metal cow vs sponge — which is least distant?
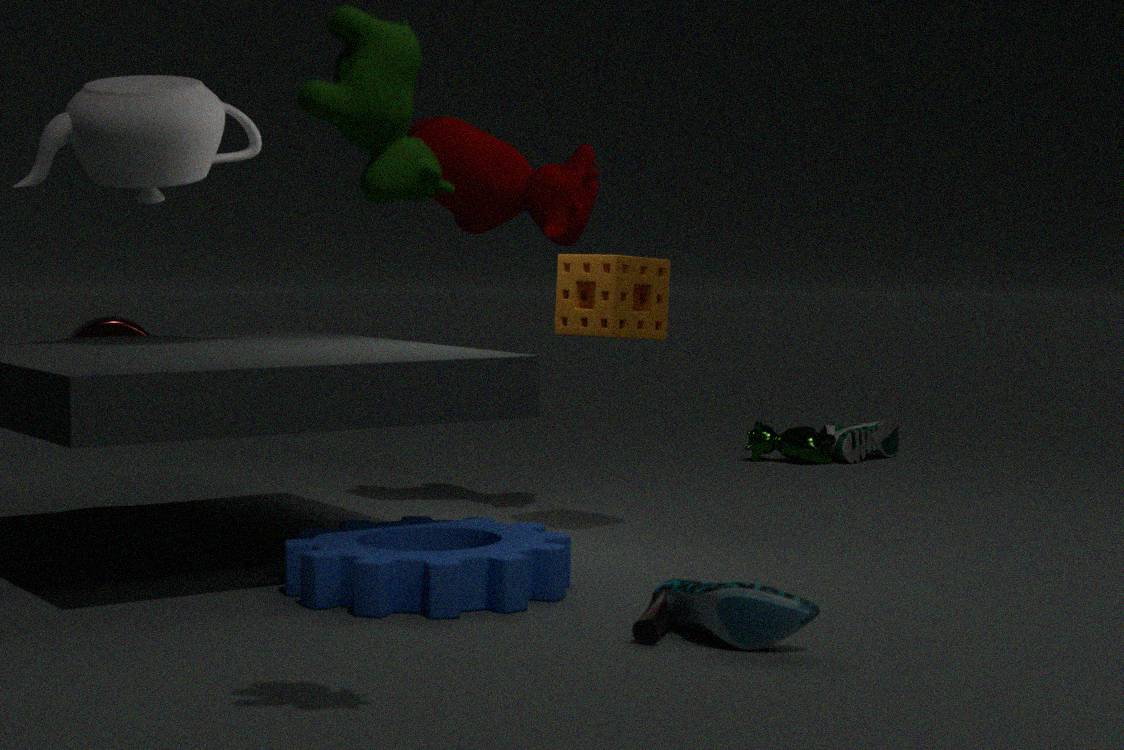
sponge
